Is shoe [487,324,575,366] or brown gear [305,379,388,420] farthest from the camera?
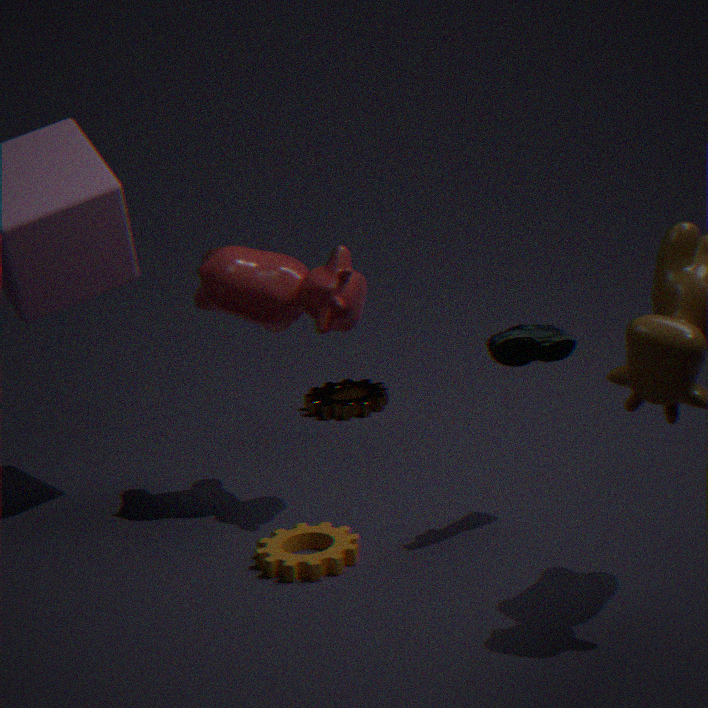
brown gear [305,379,388,420]
